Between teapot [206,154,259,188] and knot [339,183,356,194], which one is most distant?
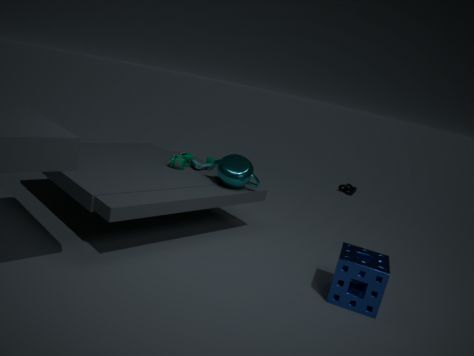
knot [339,183,356,194]
